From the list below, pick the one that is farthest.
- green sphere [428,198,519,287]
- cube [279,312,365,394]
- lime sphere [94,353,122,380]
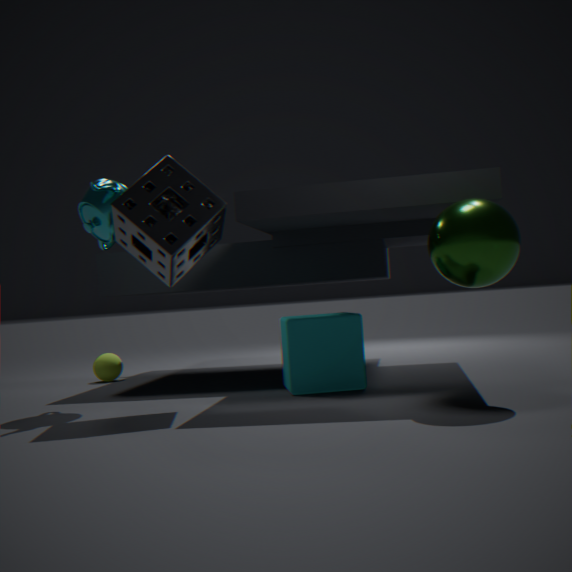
lime sphere [94,353,122,380]
